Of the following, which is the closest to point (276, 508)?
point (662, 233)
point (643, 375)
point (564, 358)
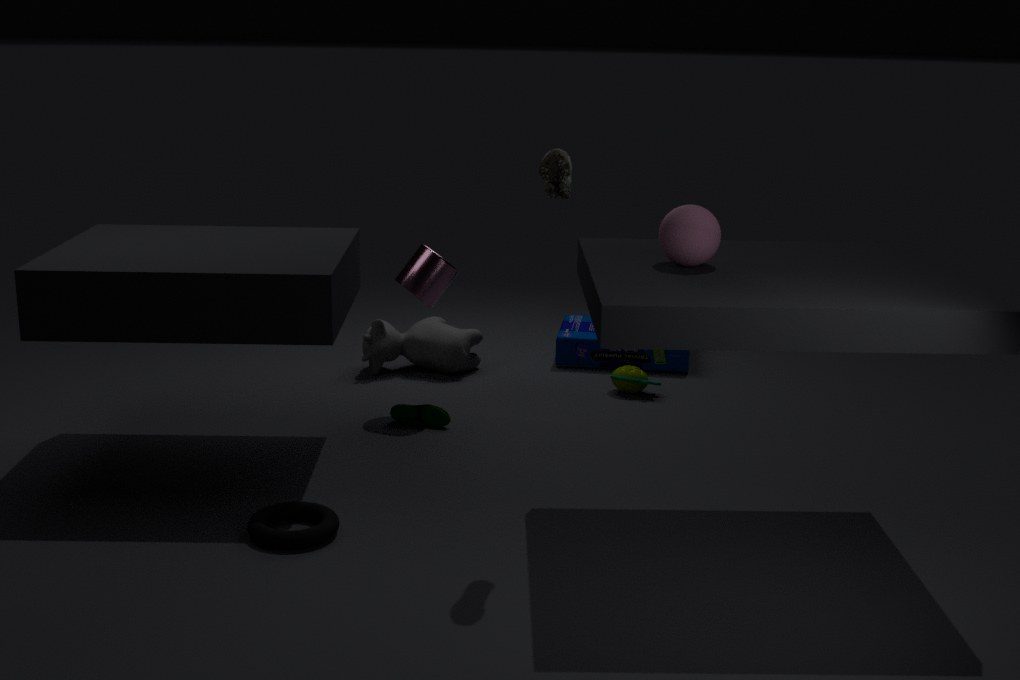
point (662, 233)
